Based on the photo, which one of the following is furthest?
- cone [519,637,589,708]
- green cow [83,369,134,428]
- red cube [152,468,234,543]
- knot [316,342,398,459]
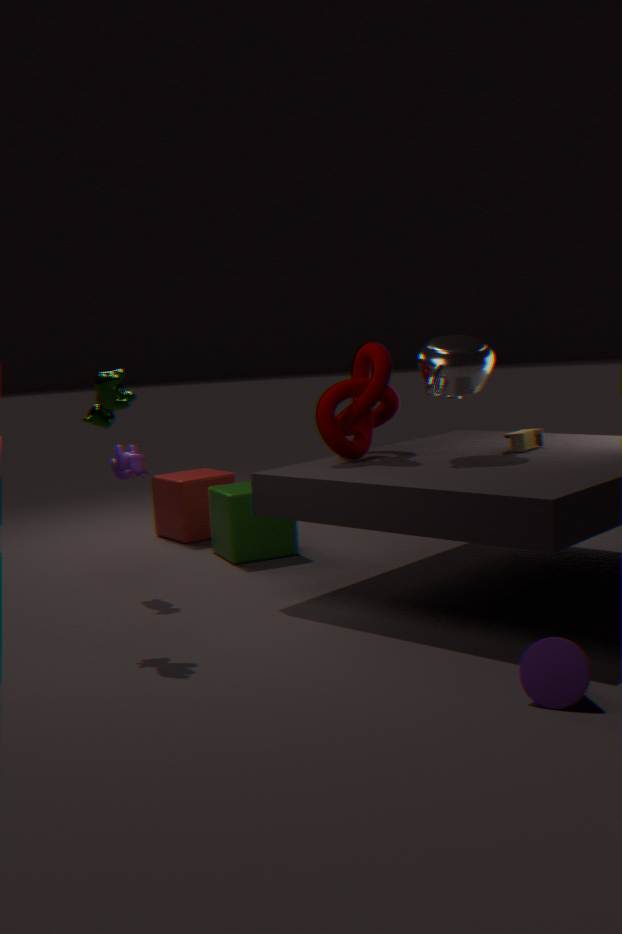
red cube [152,468,234,543]
